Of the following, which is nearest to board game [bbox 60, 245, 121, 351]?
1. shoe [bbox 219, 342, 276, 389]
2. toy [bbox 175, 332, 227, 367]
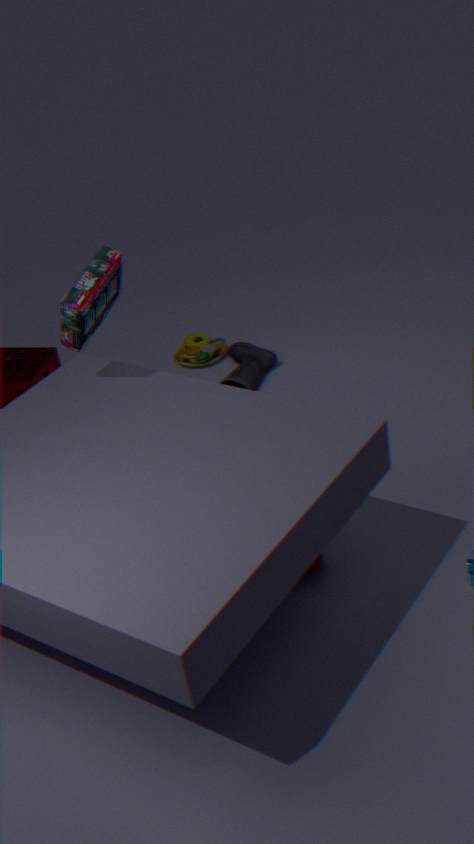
shoe [bbox 219, 342, 276, 389]
